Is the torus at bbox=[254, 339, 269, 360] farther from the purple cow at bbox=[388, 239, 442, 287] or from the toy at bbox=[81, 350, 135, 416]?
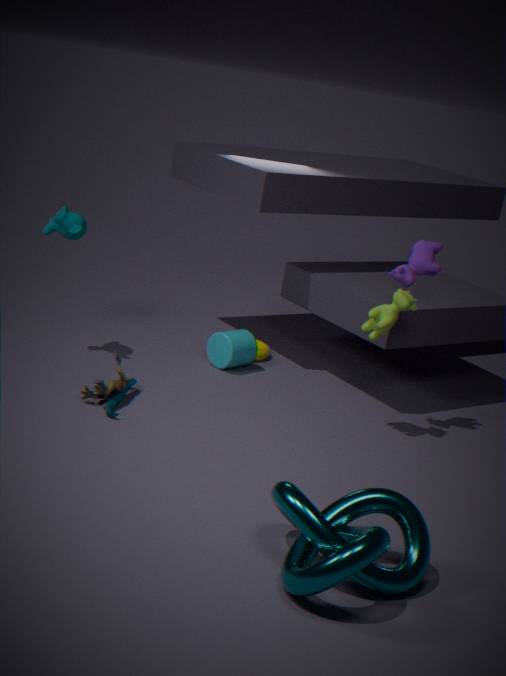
the purple cow at bbox=[388, 239, 442, 287]
